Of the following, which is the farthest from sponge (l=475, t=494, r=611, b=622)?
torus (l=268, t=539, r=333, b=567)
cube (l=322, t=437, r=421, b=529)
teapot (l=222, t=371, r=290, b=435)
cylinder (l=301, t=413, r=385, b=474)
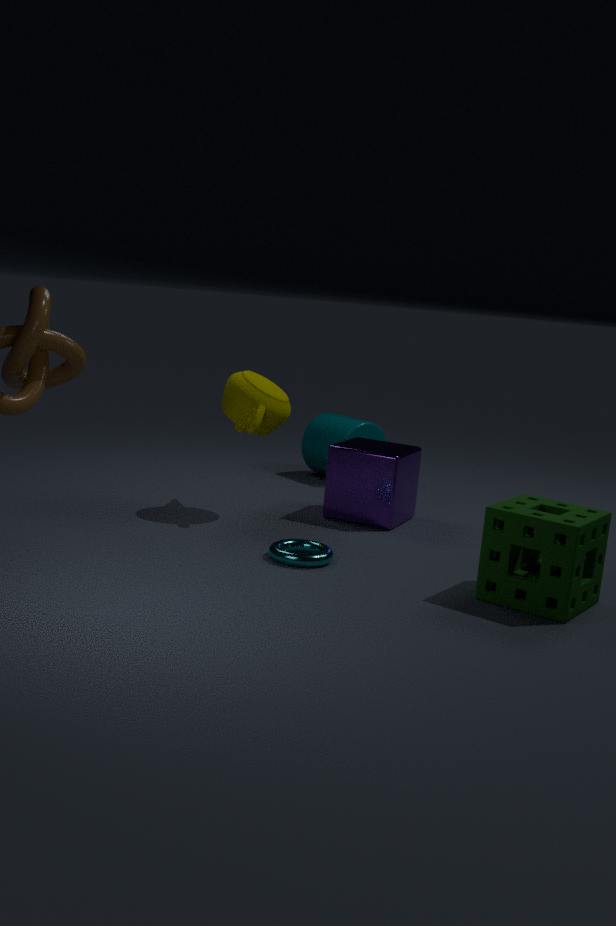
cylinder (l=301, t=413, r=385, b=474)
